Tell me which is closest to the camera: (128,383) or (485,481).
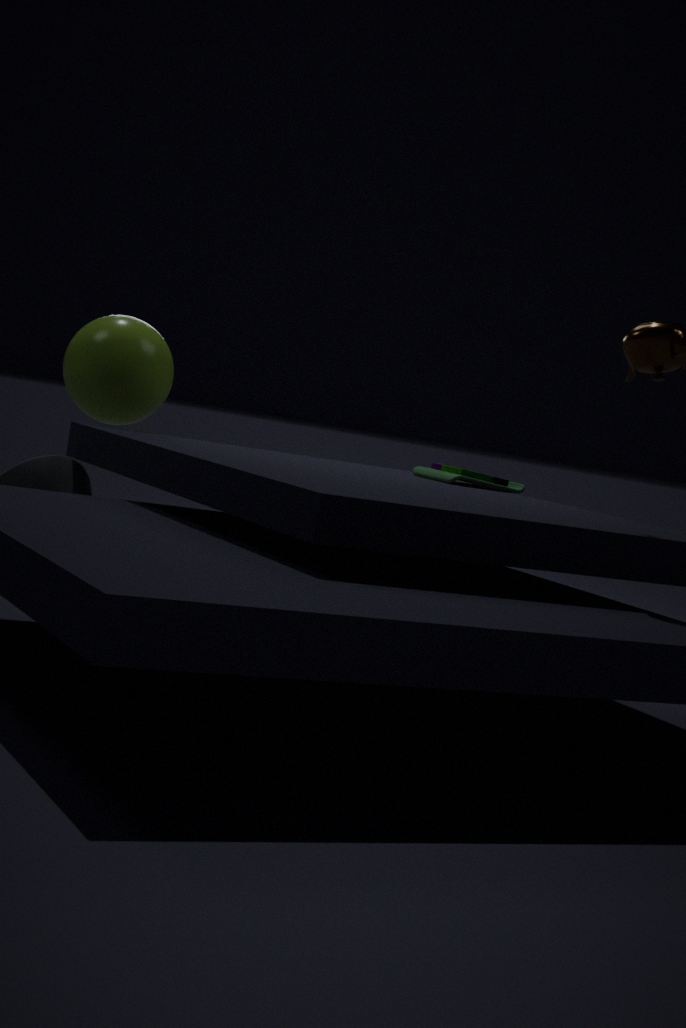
(485,481)
